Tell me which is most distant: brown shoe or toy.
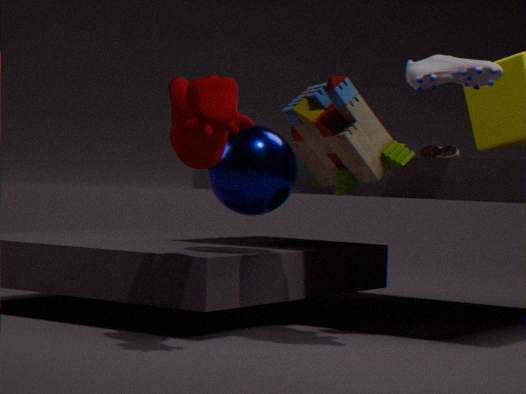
brown shoe
